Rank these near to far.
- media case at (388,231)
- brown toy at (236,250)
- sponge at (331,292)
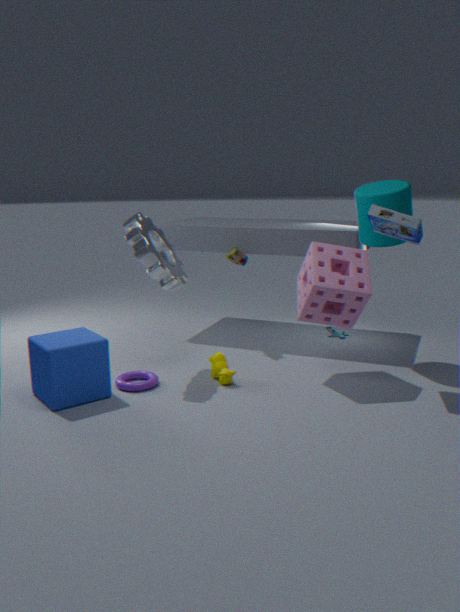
media case at (388,231) < sponge at (331,292) < brown toy at (236,250)
